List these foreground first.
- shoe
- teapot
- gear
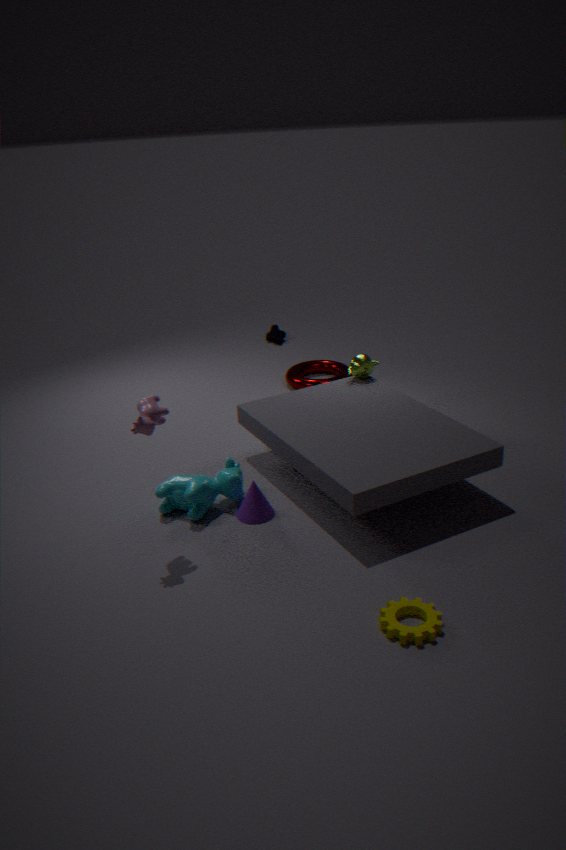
gear → teapot → shoe
